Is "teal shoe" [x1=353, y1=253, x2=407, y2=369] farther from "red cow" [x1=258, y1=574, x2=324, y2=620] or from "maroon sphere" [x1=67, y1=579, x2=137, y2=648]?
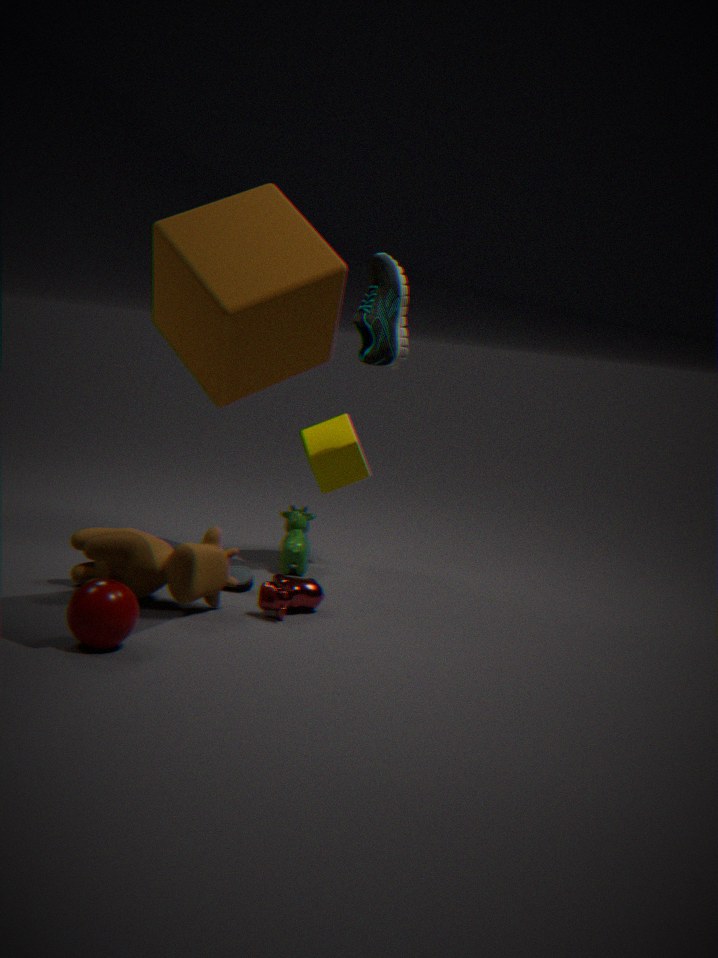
"maroon sphere" [x1=67, y1=579, x2=137, y2=648]
